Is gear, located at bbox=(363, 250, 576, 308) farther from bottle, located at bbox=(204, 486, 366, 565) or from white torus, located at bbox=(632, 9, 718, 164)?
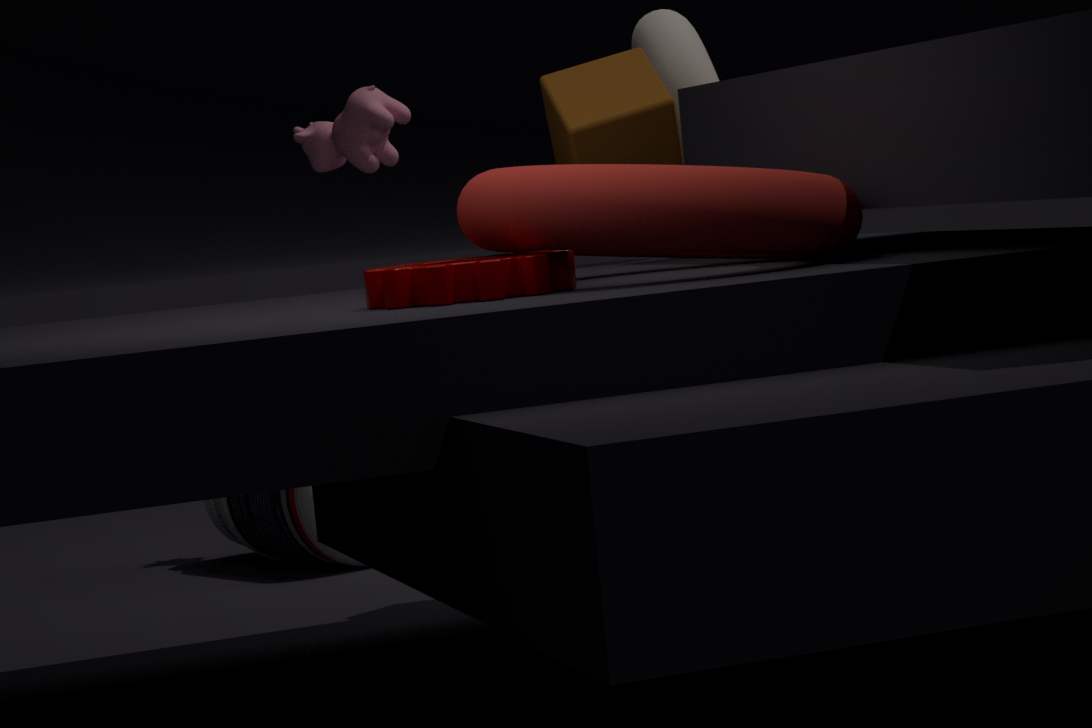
bottle, located at bbox=(204, 486, 366, 565)
